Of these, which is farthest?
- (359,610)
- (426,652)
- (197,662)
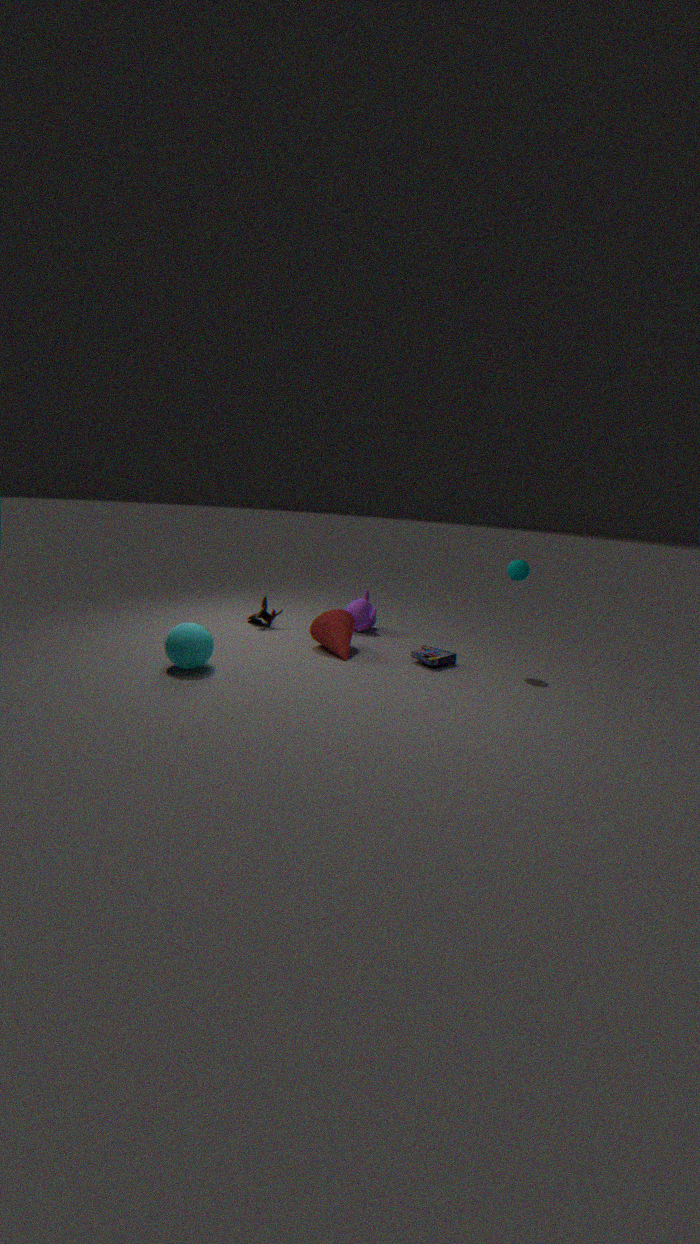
(359,610)
